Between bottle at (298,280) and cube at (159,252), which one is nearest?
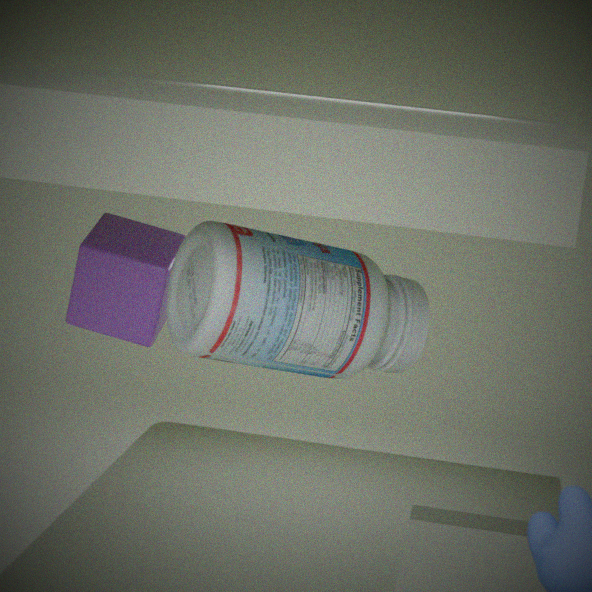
bottle at (298,280)
